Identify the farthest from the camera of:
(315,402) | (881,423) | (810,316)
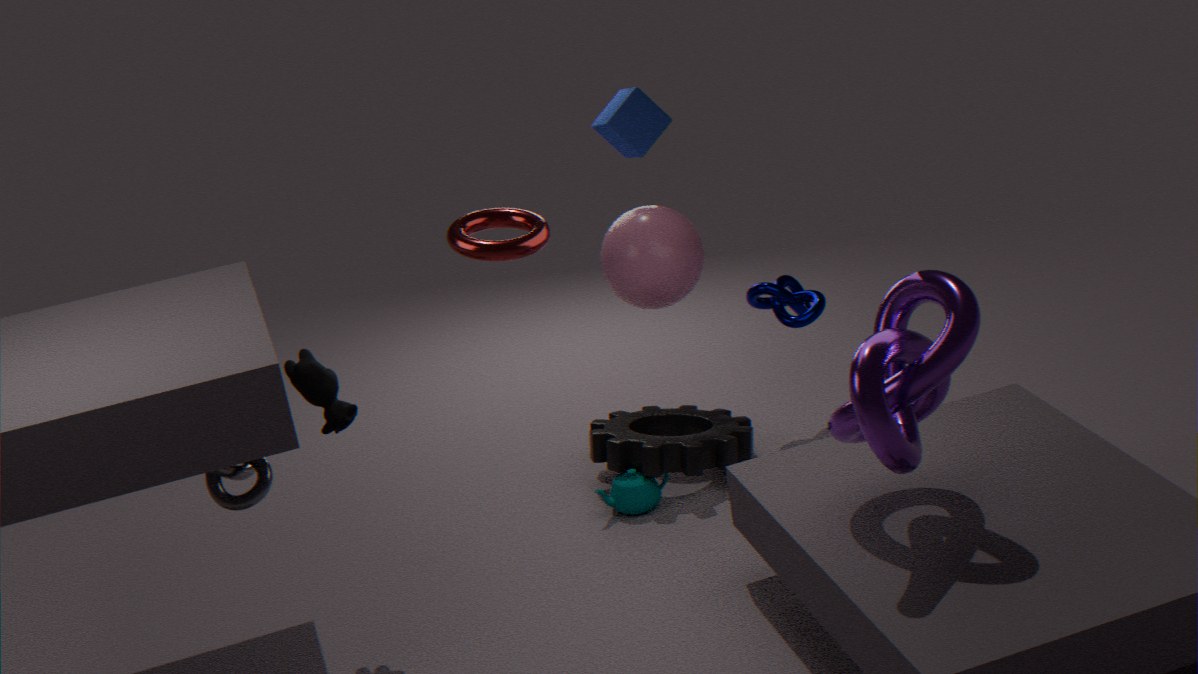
(810,316)
